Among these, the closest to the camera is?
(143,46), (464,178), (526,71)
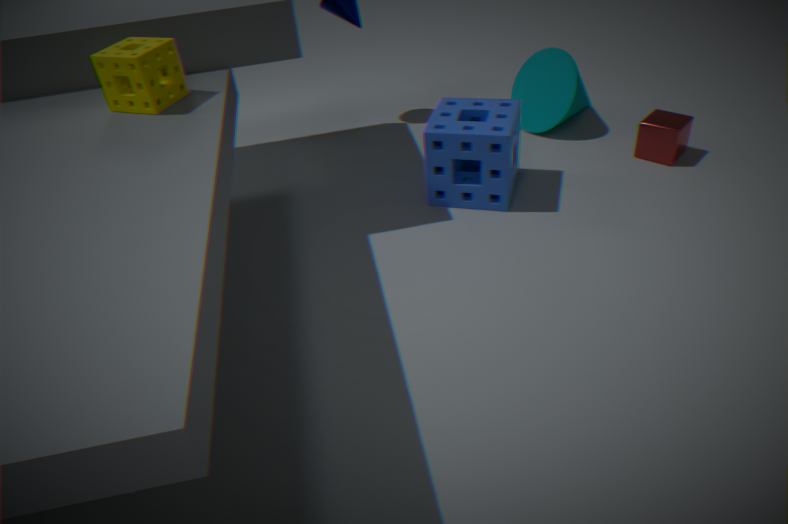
(143,46)
